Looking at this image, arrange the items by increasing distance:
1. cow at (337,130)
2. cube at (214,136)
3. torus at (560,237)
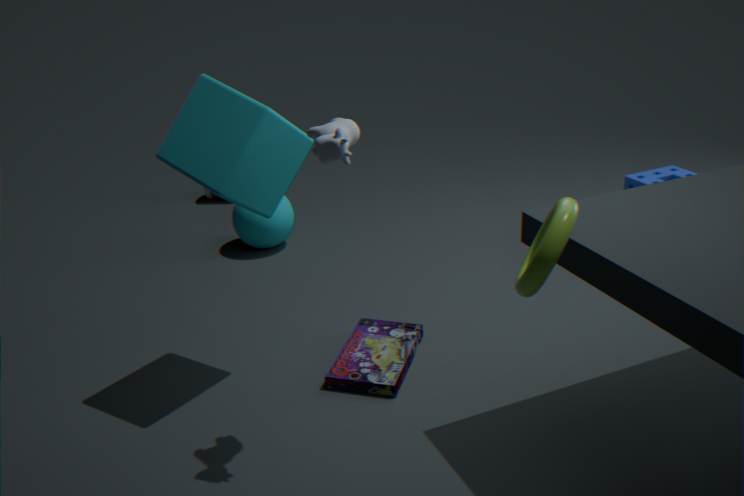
torus at (560,237) < cow at (337,130) < cube at (214,136)
